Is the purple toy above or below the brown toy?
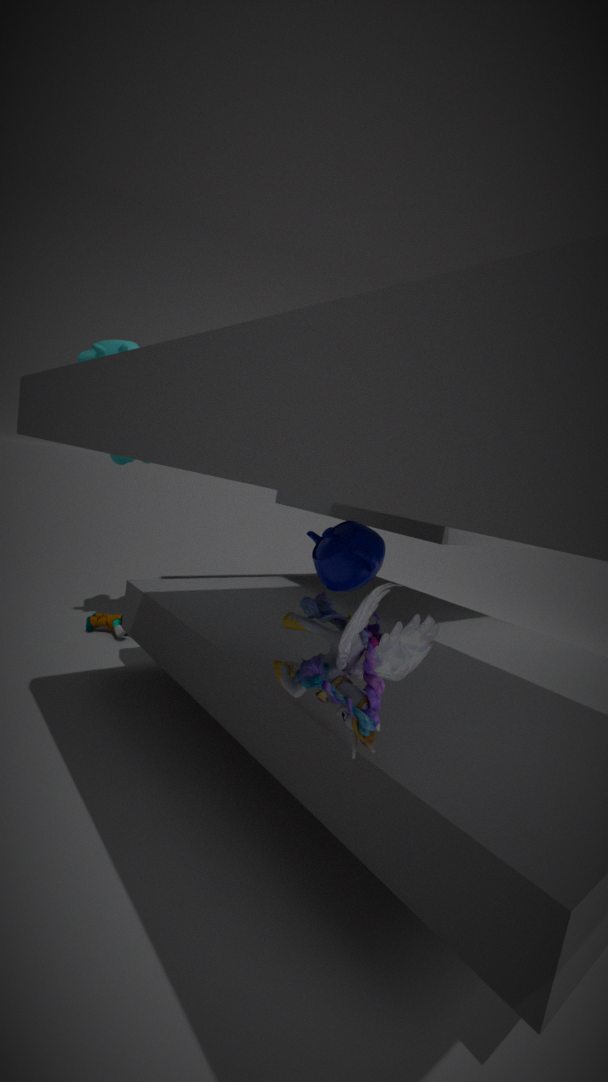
above
